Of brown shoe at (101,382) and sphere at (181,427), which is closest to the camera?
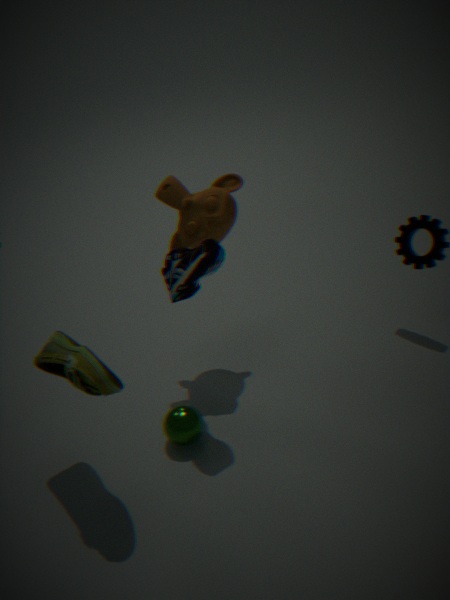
brown shoe at (101,382)
